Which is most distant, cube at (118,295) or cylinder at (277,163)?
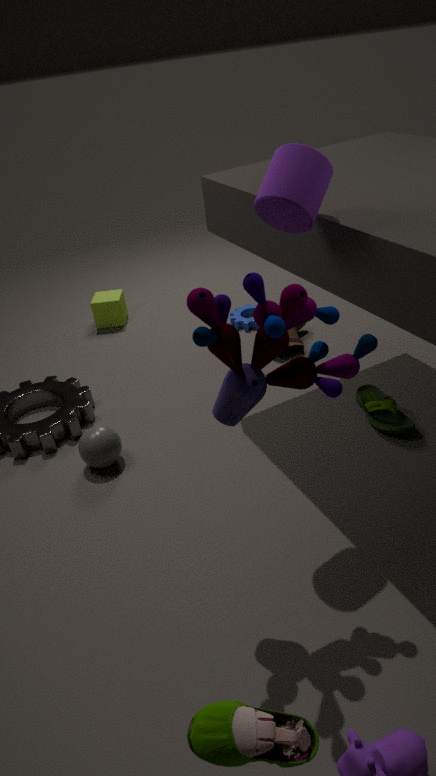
cube at (118,295)
